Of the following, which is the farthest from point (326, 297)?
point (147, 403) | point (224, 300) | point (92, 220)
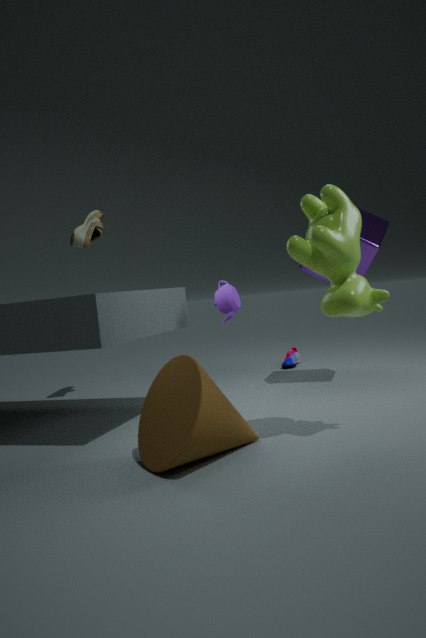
point (92, 220)
